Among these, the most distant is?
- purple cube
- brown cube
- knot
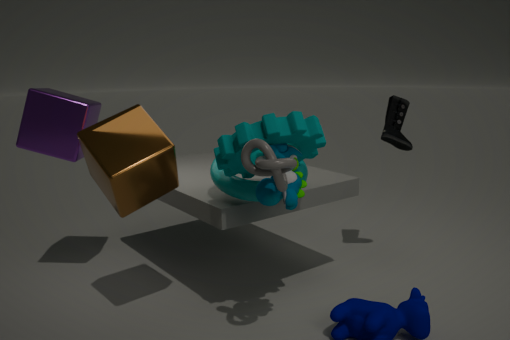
purple cube
